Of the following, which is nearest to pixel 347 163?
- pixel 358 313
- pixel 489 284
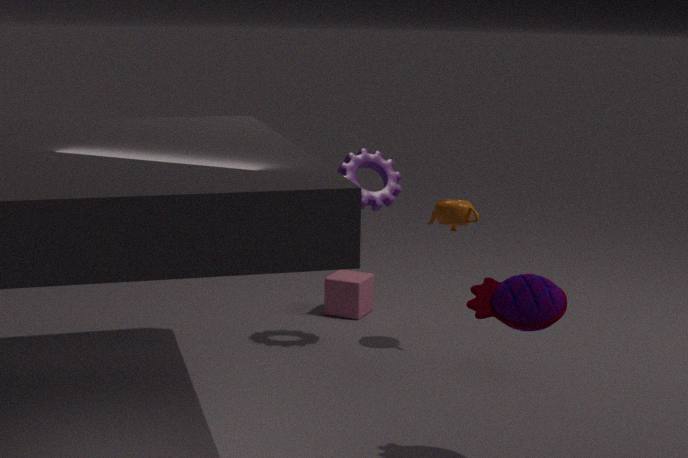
pixel 358 313
